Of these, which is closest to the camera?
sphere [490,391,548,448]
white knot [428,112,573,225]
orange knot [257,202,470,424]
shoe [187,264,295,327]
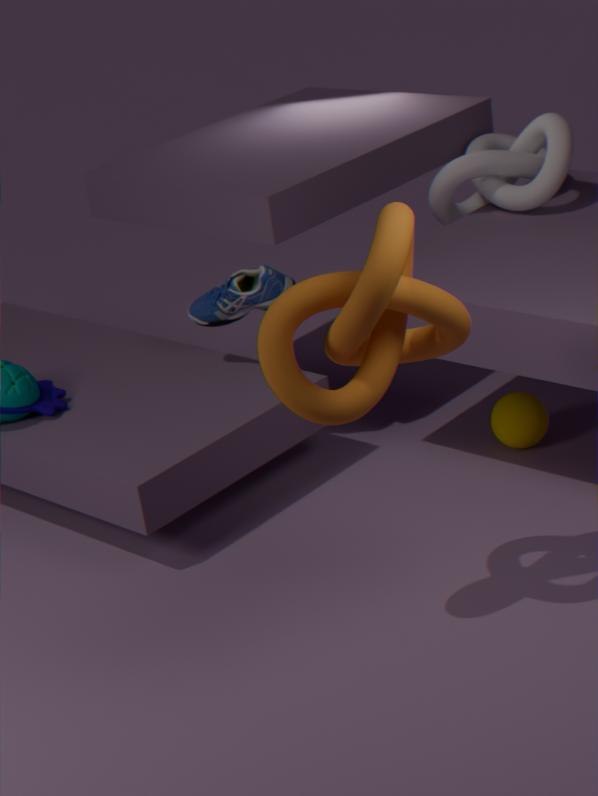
orange knot [257,202,470,424]
